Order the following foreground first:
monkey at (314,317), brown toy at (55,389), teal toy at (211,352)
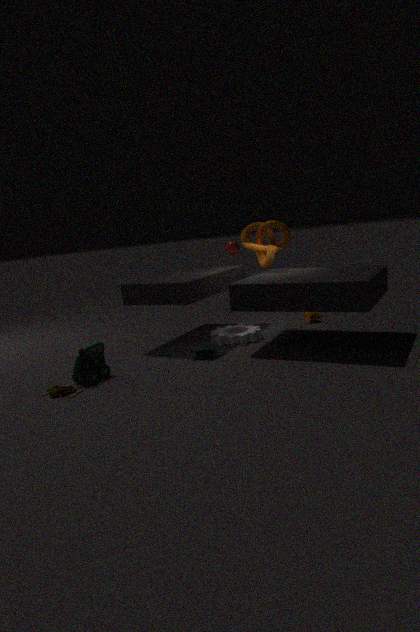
brown toy at (55,389) < teal toy at (211,352) < monkey at (314,317)
